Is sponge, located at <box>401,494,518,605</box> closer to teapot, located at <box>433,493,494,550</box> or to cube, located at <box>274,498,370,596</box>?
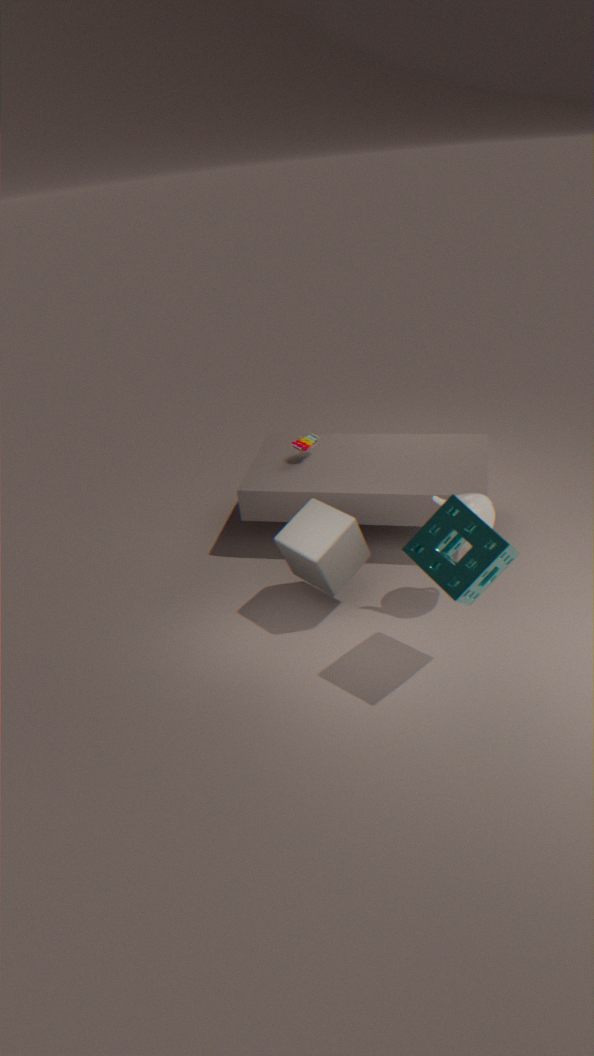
teapot, located at <box>433,493,494,550</box>
